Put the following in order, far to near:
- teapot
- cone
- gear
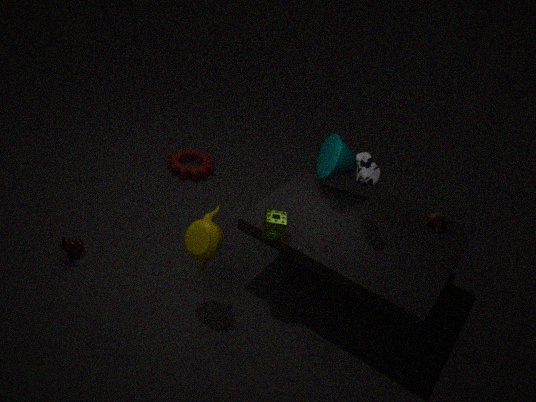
gear < cone < teapot
